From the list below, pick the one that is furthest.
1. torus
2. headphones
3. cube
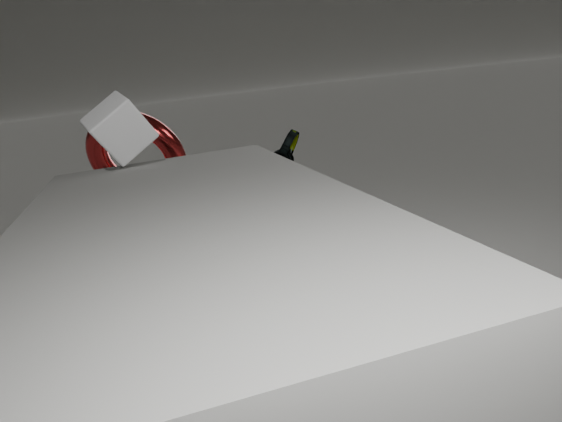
headphones
